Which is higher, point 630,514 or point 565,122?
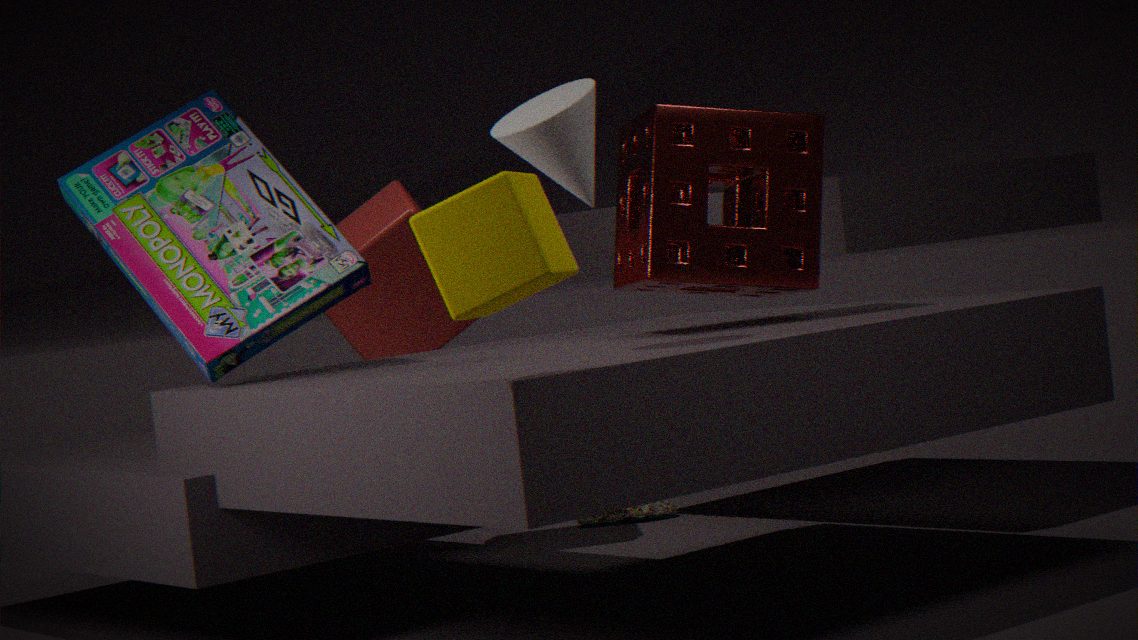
point 565,122
